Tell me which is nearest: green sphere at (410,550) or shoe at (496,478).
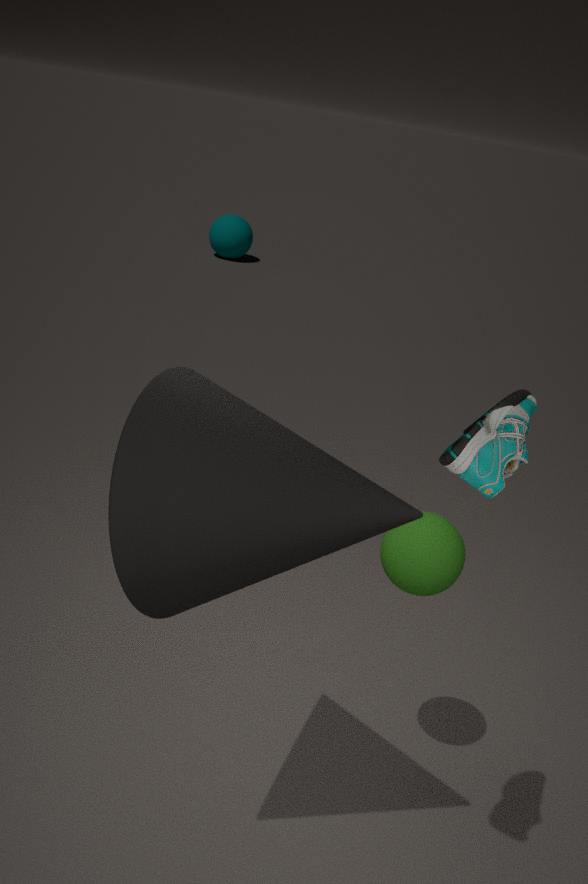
shoe at (496,478)
